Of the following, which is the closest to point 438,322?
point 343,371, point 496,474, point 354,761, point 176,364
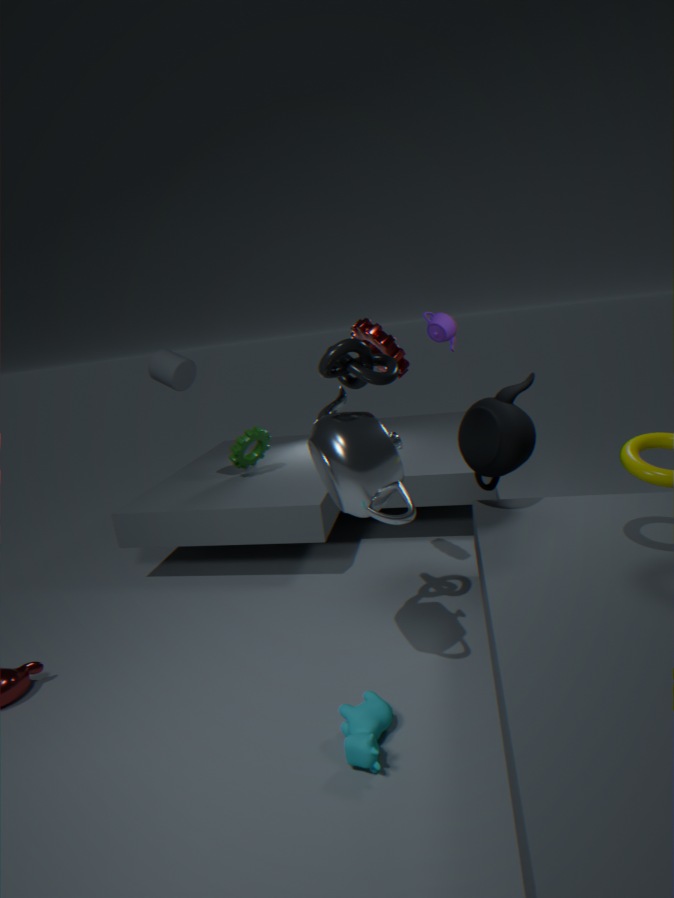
point 496,474
